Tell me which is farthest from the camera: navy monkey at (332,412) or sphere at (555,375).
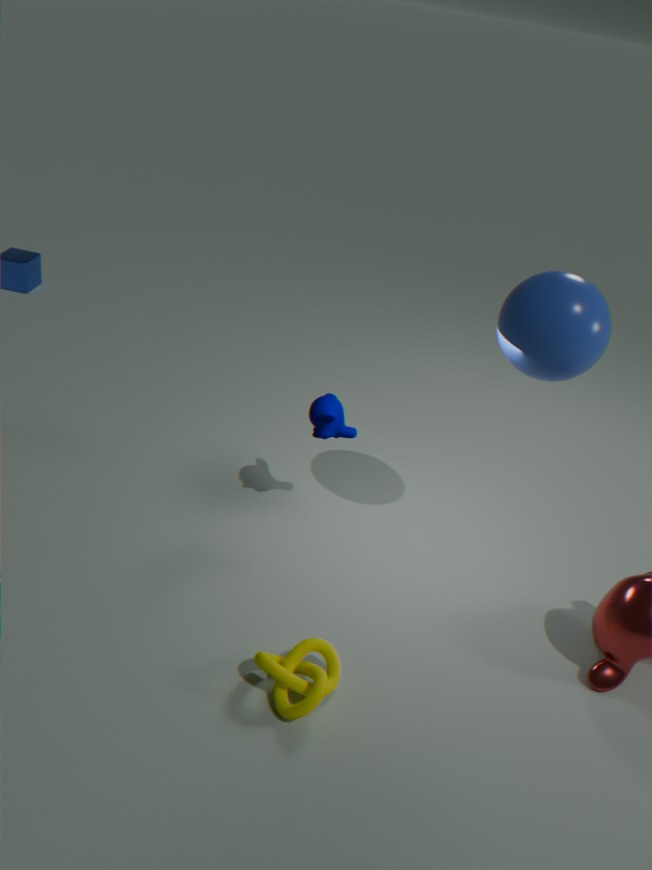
navy monkey at (332,412)
